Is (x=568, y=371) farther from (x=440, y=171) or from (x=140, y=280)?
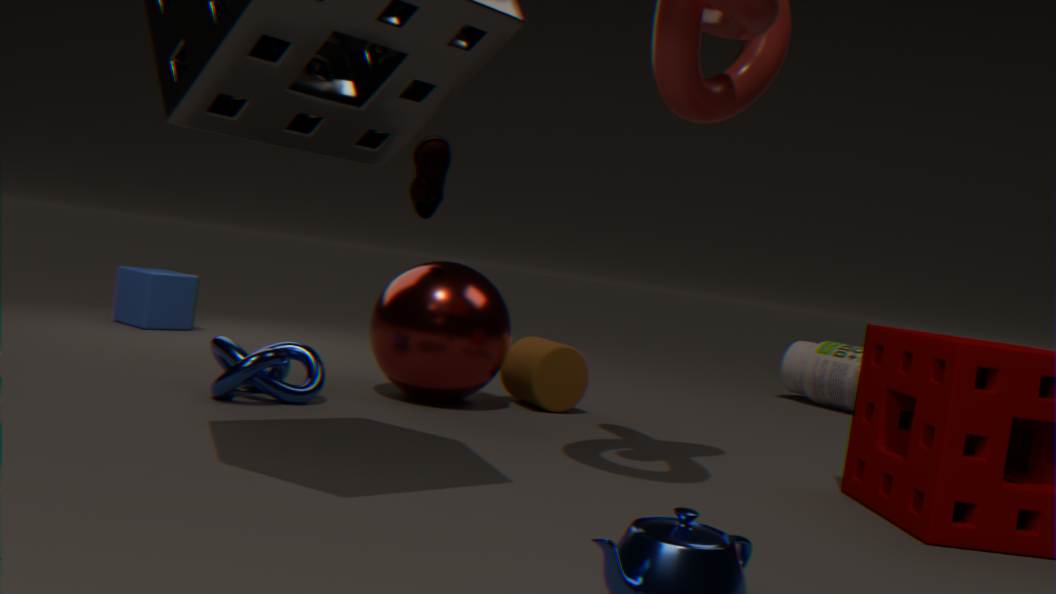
(x=140, y=280)
